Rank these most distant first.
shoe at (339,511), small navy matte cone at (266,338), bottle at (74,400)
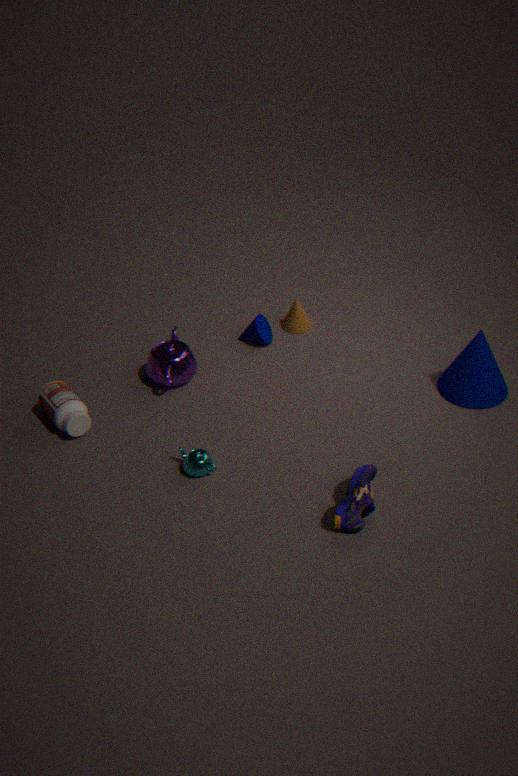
small navy matte cone at (266,338) < bottle at (74,400) < shoe at (339,511)
